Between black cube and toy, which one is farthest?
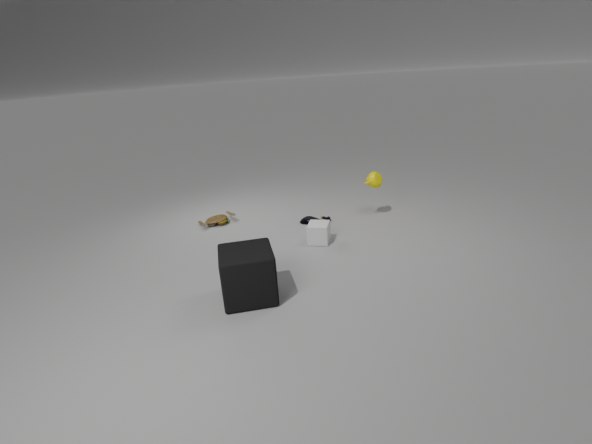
toy
